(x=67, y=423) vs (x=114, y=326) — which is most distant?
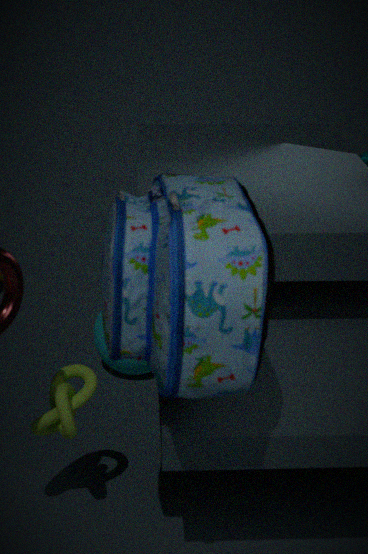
(x=67, y=423)
